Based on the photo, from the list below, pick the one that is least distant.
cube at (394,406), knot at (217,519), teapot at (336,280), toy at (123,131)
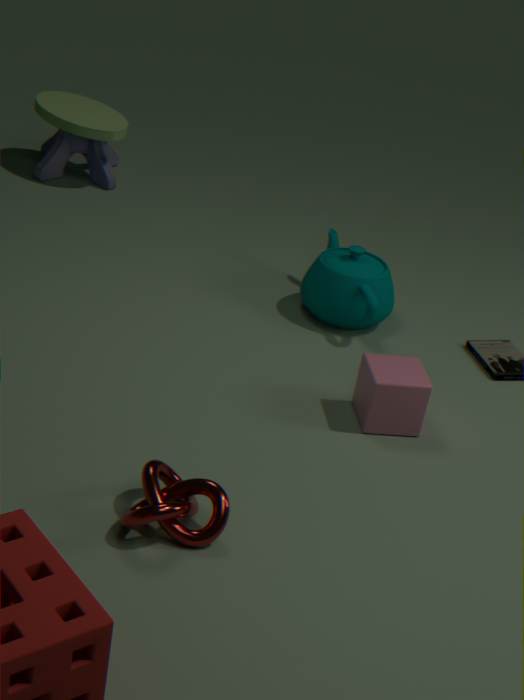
knot at (217,519)
